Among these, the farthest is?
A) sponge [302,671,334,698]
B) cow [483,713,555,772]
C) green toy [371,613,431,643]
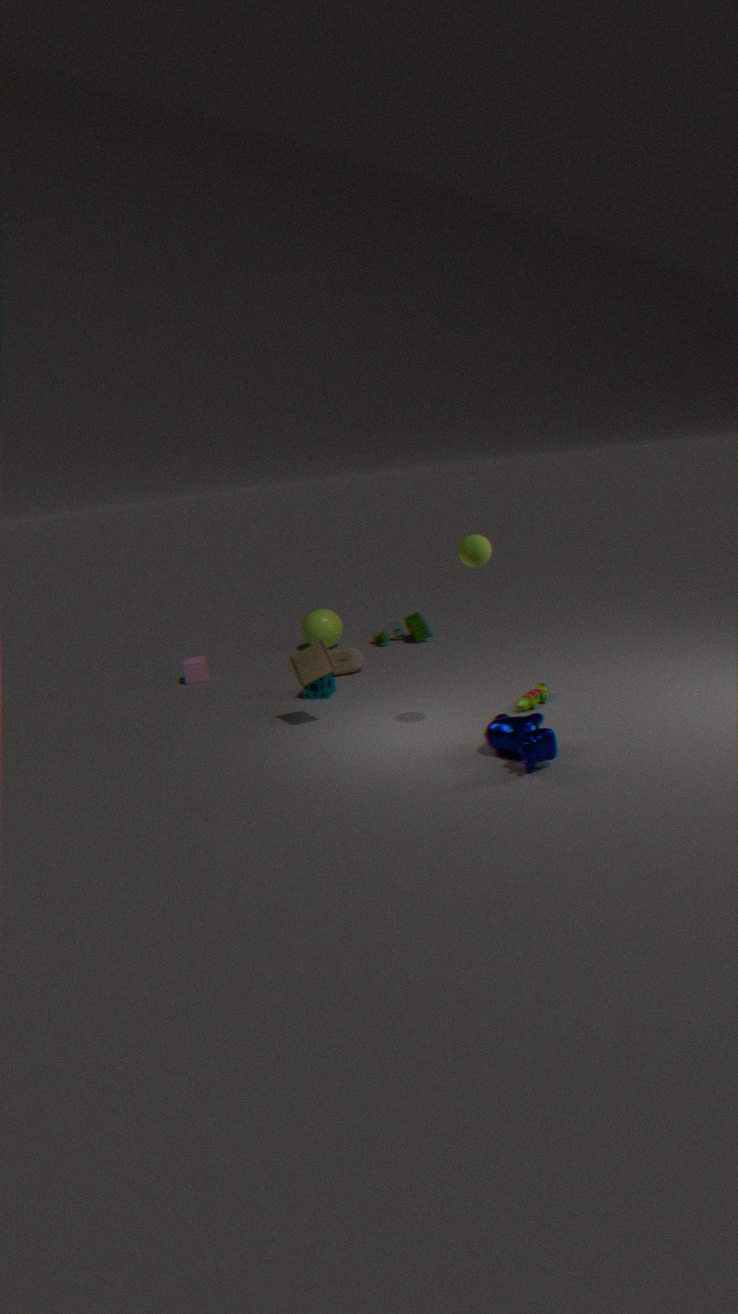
green toy [371,613,431,643]
